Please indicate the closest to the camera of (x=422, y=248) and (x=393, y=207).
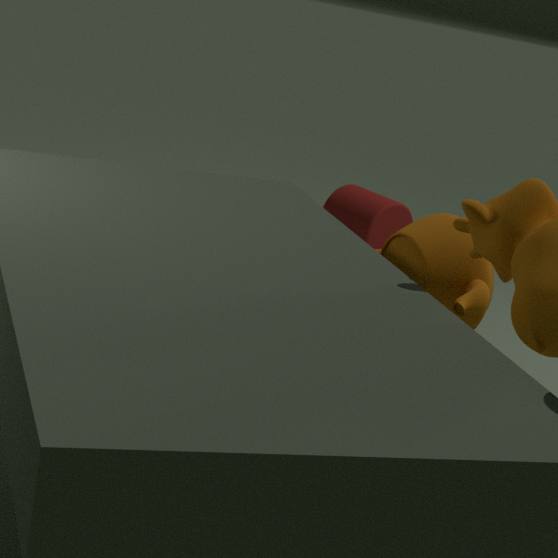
(x=422, y=248)
